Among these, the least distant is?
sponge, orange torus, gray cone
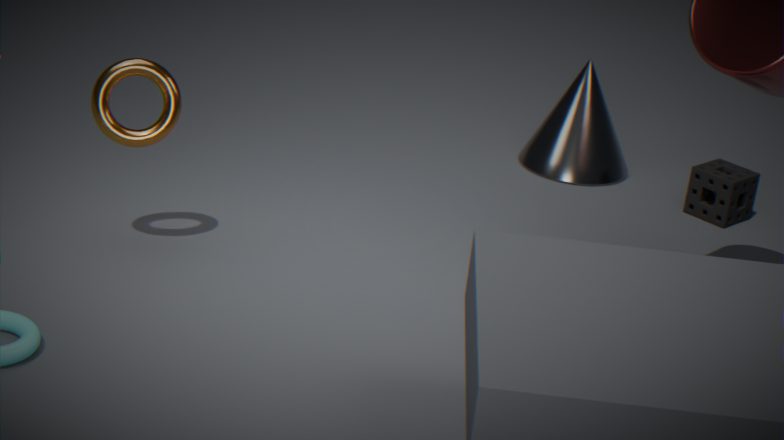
orange torus
